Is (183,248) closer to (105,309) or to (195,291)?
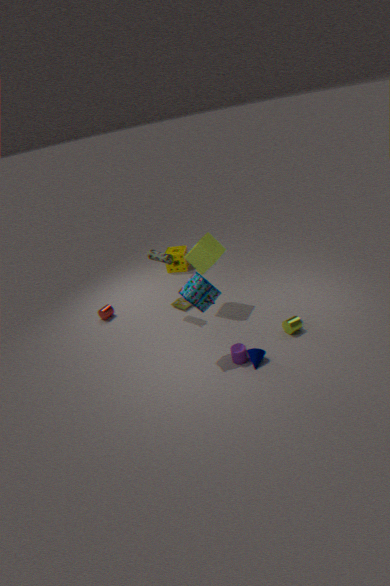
(105,309)
